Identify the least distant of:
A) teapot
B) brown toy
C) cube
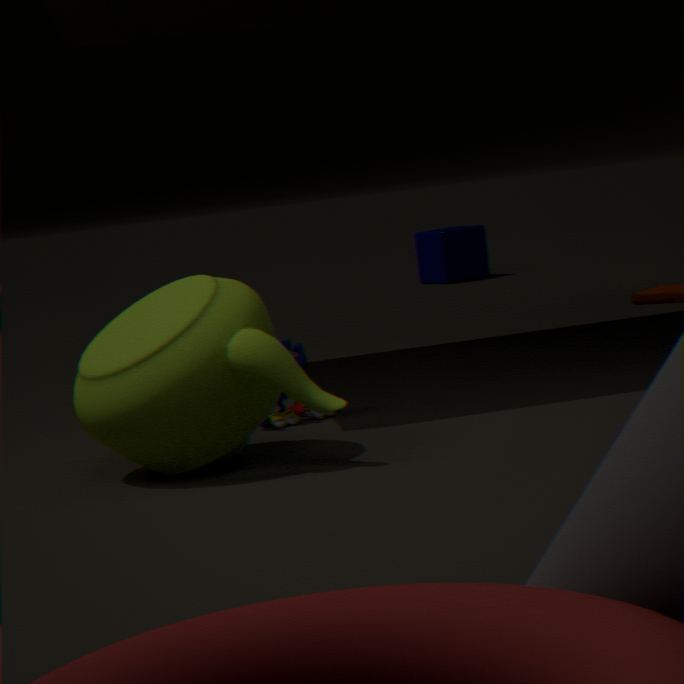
teapot
